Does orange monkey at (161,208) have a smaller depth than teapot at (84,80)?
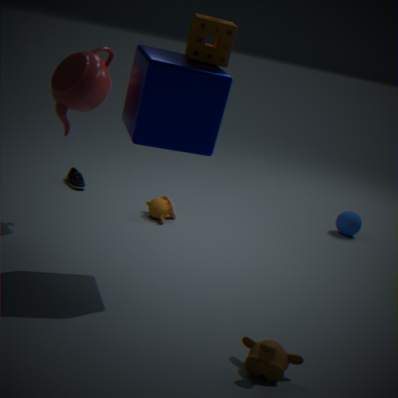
No
